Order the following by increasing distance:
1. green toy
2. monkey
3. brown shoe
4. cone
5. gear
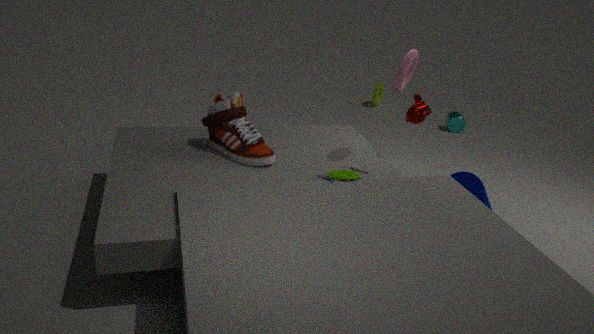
green toy, brown shoe, cone, monkey, gear
